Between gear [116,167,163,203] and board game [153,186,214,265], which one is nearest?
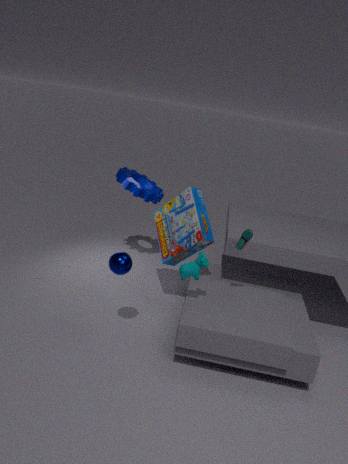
board game [153,186,214,265]
